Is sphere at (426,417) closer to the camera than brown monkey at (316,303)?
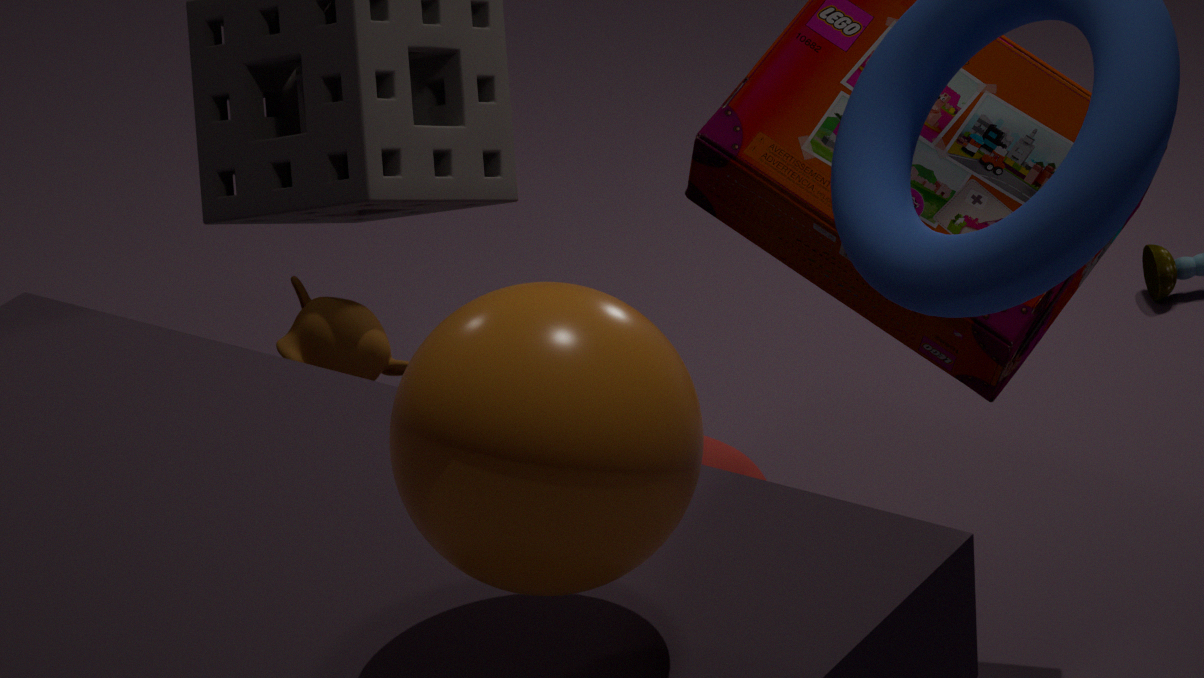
Yes
